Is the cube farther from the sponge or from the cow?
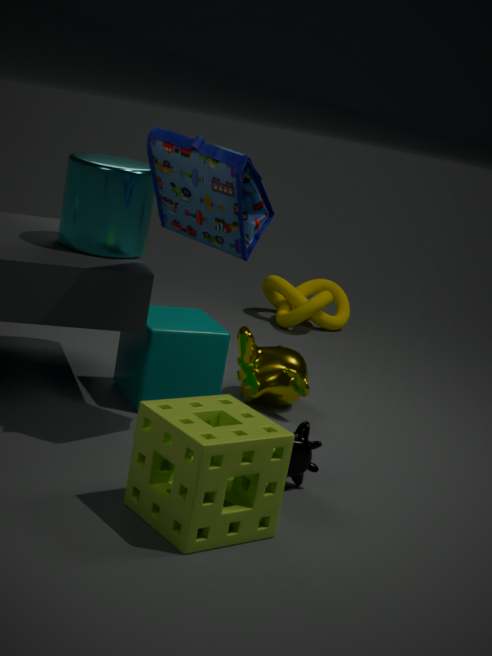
the sponge
